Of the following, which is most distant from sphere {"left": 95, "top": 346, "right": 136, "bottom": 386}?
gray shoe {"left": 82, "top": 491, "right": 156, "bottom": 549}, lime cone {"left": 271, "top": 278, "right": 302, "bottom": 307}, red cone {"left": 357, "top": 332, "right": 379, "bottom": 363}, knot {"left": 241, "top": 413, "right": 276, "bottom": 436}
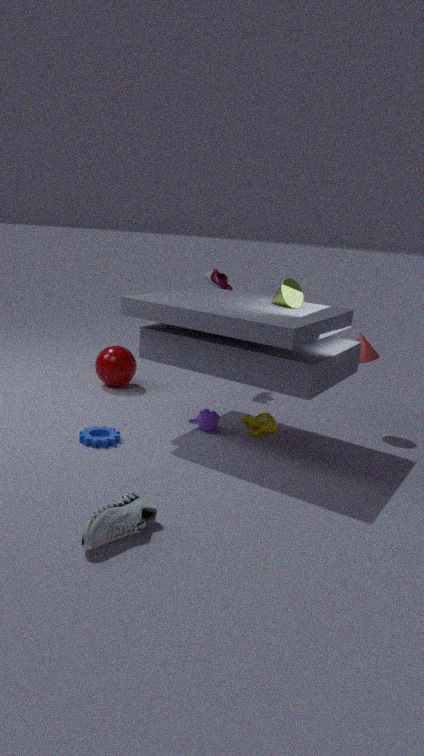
gray shoe {"left": 82, "top": 491, "right": 156, "bottom": 549}
